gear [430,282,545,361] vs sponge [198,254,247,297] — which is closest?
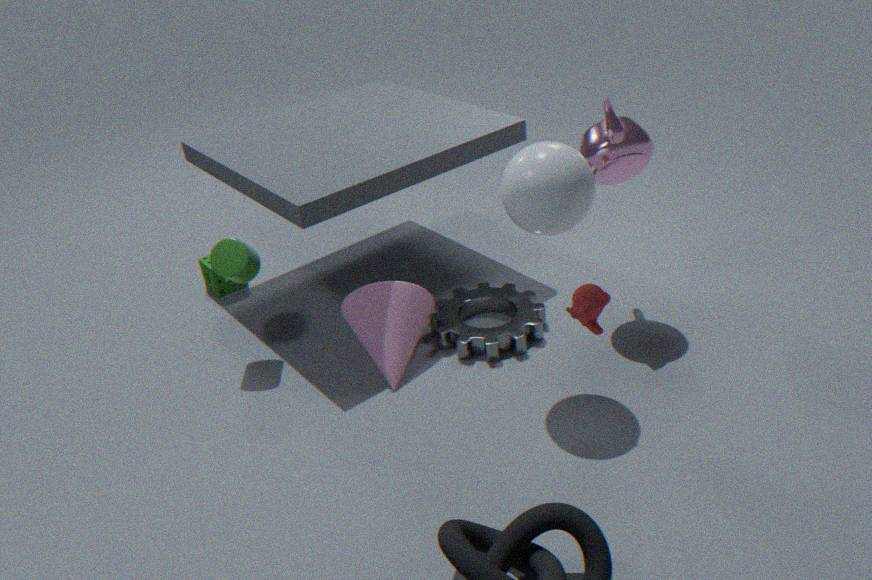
gear [430,282,545,361]
